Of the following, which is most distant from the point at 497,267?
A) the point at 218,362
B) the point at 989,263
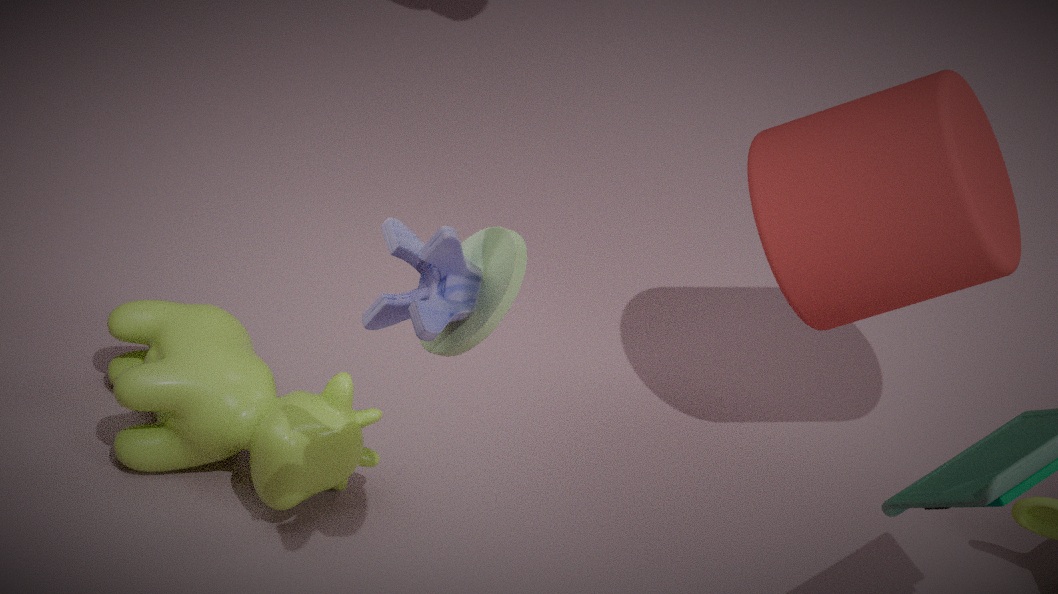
the point at 989,263
